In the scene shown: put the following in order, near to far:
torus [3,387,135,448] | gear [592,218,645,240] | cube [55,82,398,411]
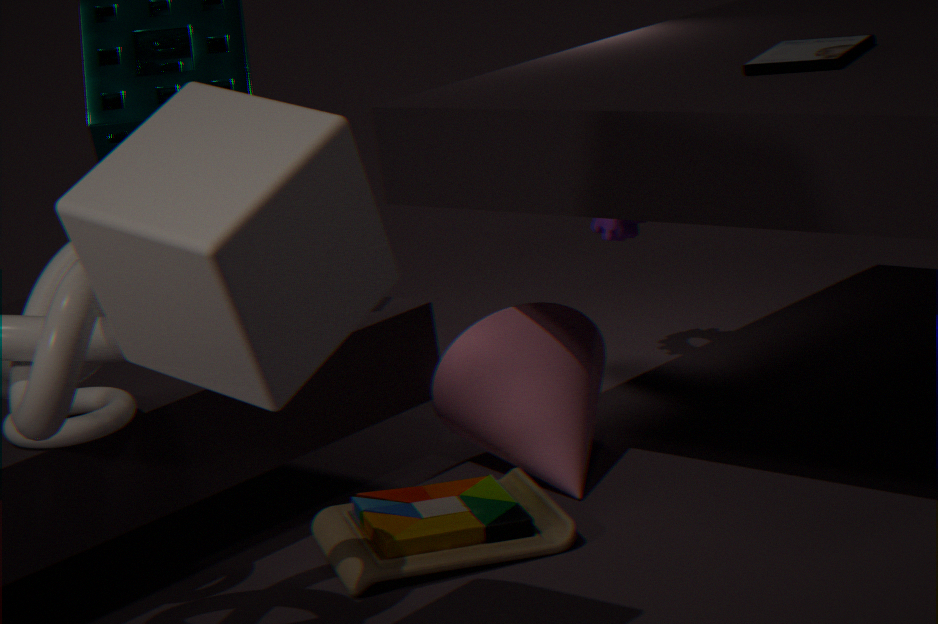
cube [55,82,398,411], torus [3,387,135,448], gear [592,218,645,240]
